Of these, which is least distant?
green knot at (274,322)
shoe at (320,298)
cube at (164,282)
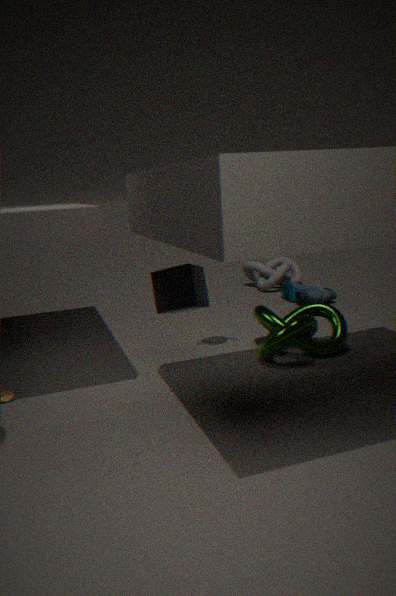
cube at (164,282)
